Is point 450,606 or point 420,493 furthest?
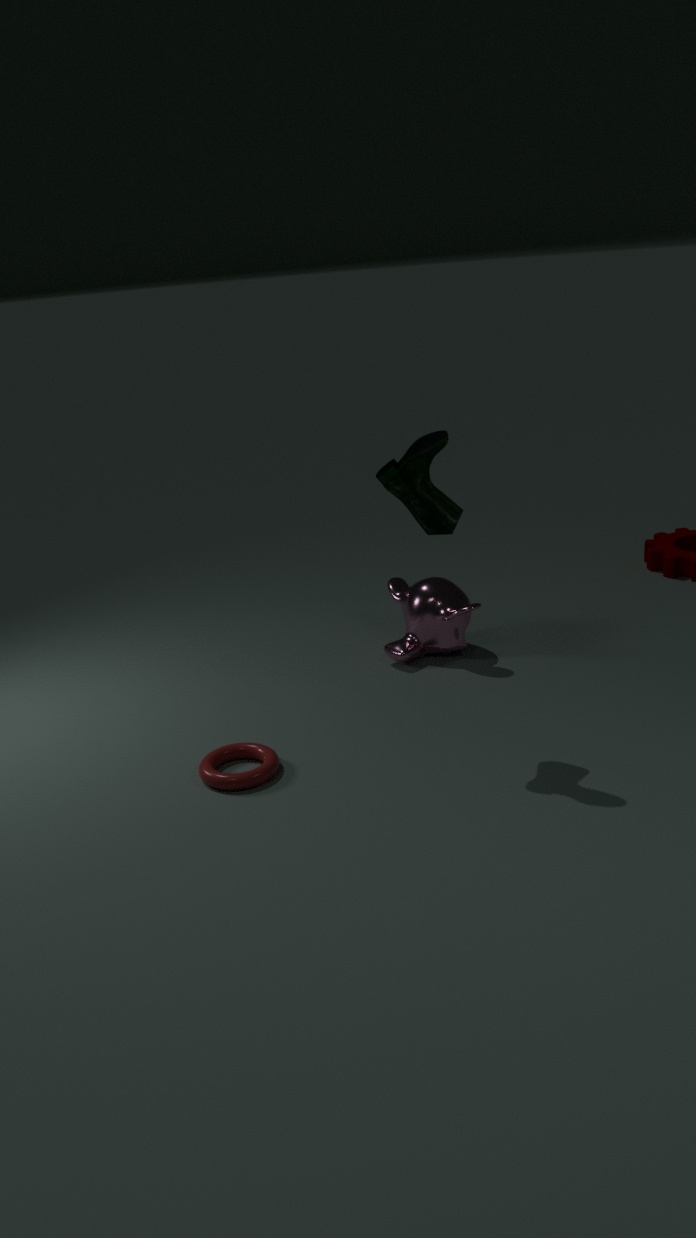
point 450,606
